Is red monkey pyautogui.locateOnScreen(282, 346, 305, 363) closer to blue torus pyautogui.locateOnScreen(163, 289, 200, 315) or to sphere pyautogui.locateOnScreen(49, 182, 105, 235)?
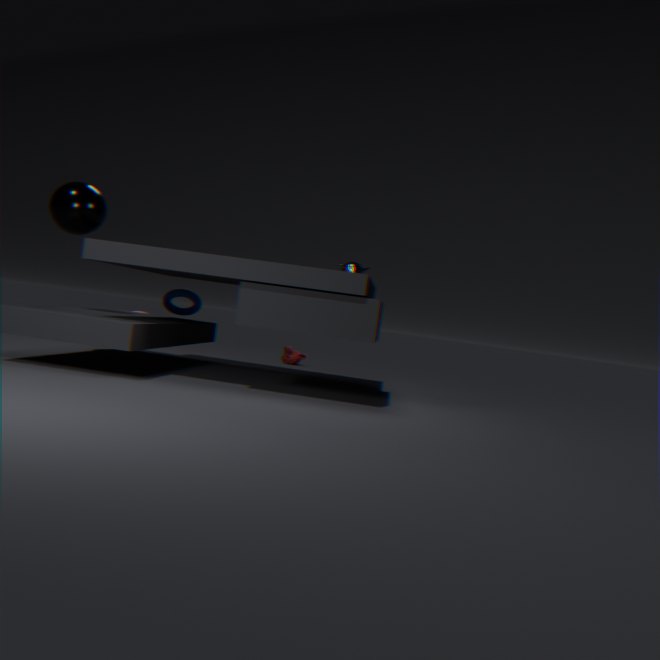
blue torus pyautogui.locateOnScreen(163, 289, 200, 315)
